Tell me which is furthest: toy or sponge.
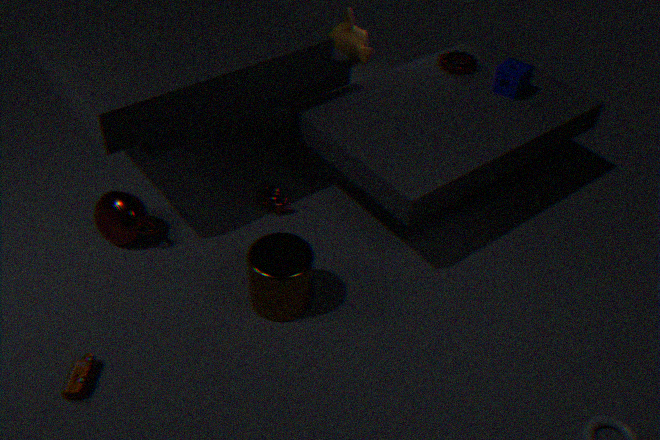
sponge
